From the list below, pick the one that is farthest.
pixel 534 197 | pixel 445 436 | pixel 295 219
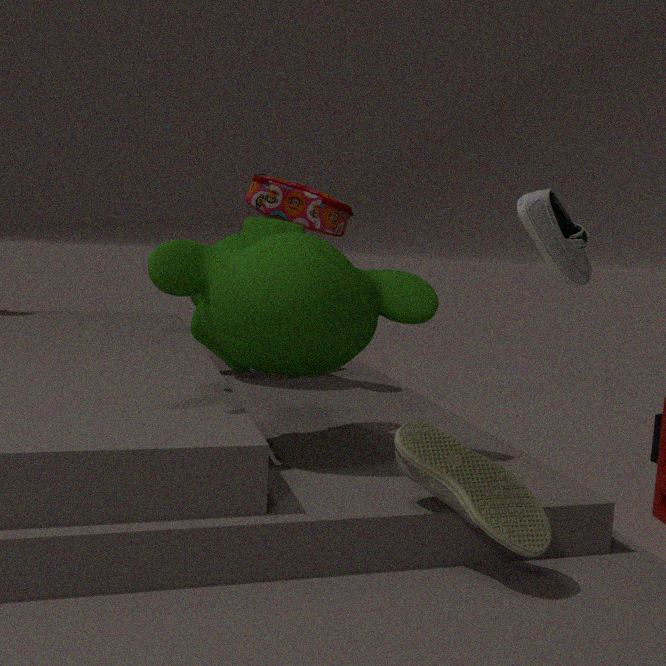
pixel 295 219
